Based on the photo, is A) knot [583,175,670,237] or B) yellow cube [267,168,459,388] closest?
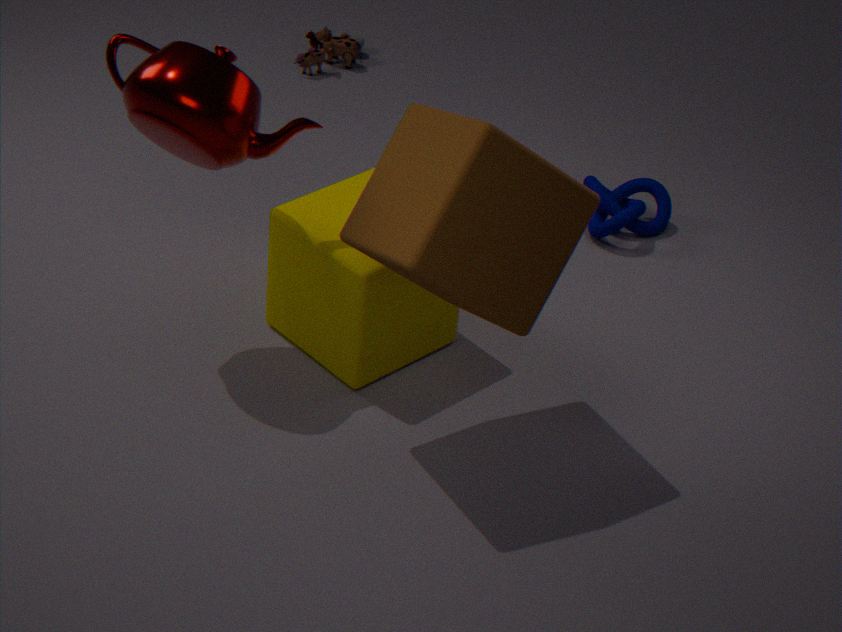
B. yellow cube [267,168,459,388]
